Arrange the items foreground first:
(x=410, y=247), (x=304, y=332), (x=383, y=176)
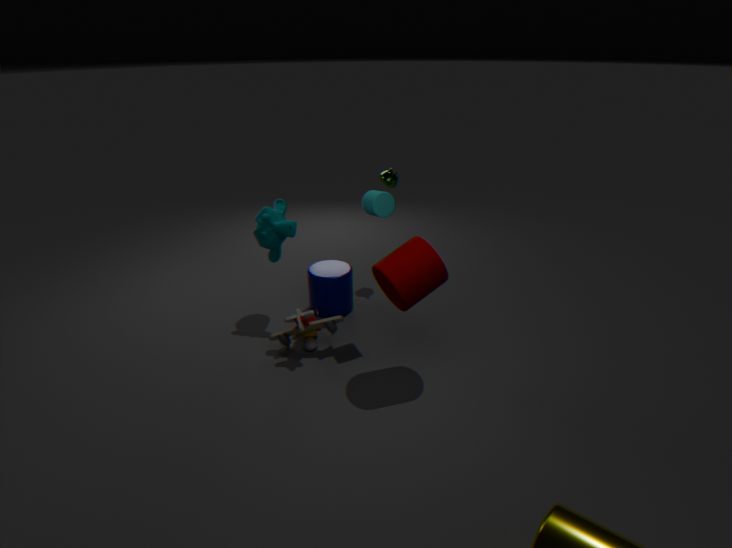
(x=410, y=247) < (x=304, y=332) < (x=383, y=176)
